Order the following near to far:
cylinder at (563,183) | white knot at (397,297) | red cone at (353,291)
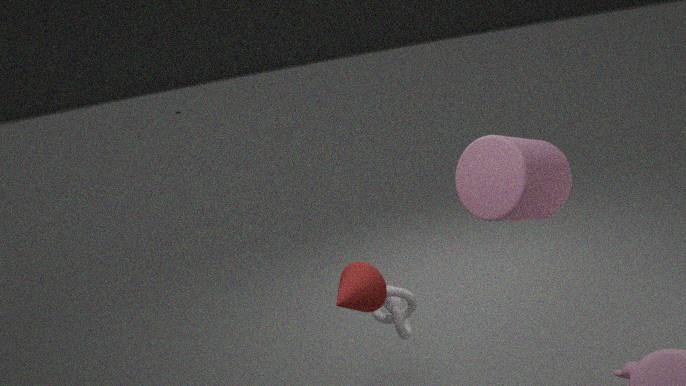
1. red cone at (353,291)
2. cylinder at (563,183)
3. white knot at (397,297)
